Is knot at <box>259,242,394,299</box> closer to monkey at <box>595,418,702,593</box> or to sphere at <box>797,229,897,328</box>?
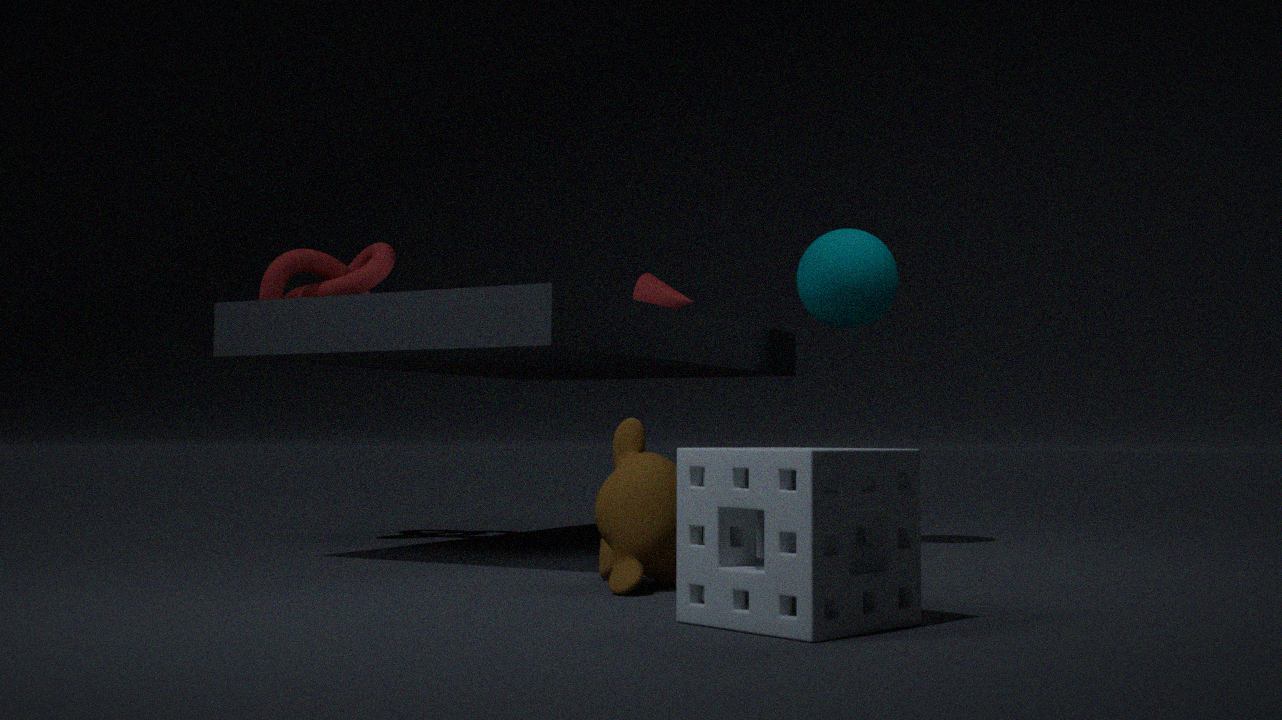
sphere at <box>797,229,897,328</box>
